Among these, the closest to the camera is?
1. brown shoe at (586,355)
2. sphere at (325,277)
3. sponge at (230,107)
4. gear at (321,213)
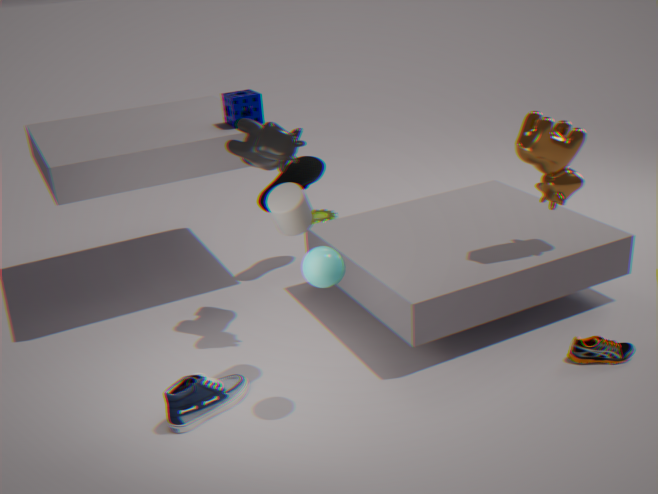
sphere at (325,277)
